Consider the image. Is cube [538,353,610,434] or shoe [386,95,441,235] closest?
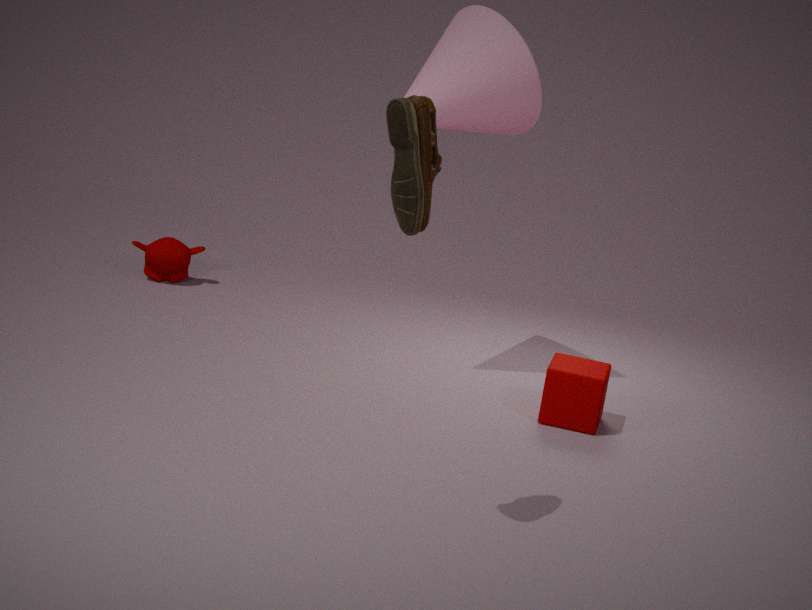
shoe [386,95,441,235]
